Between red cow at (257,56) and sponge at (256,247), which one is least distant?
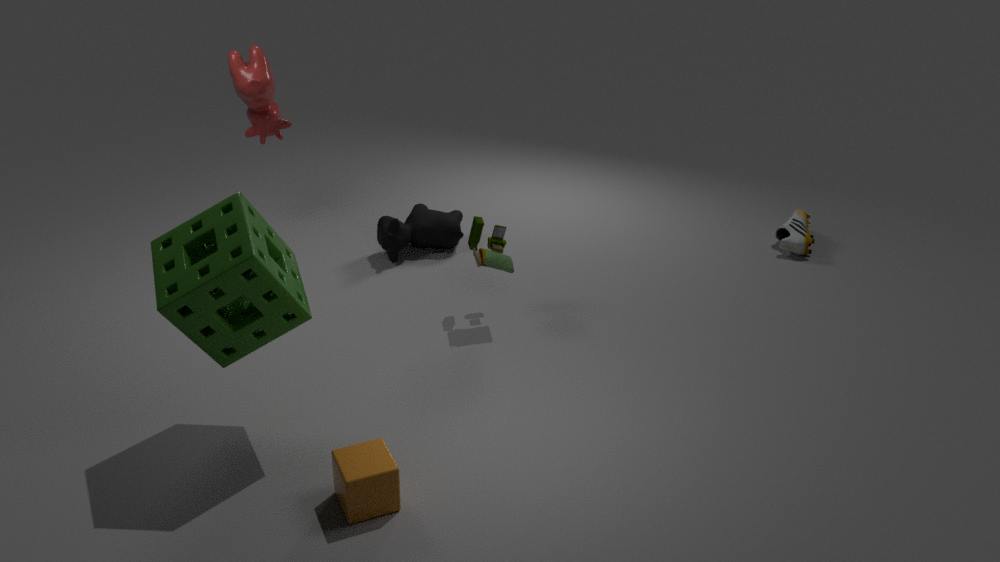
sponge at (256,247)
